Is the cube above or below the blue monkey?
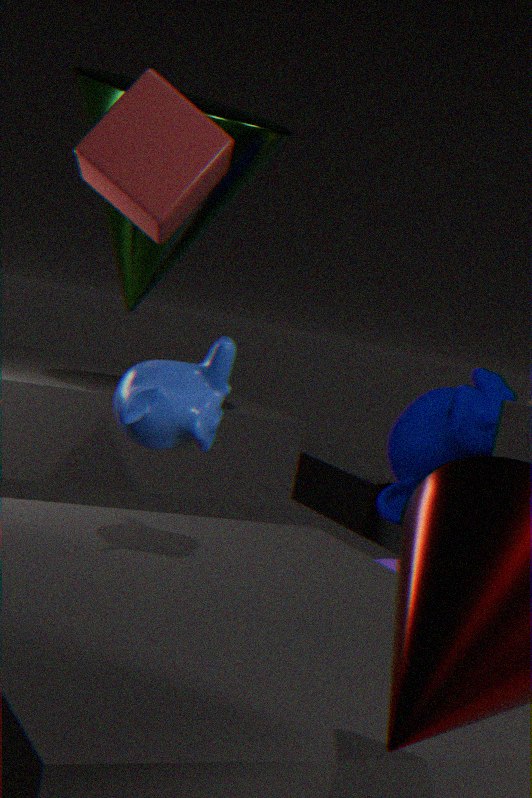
above
